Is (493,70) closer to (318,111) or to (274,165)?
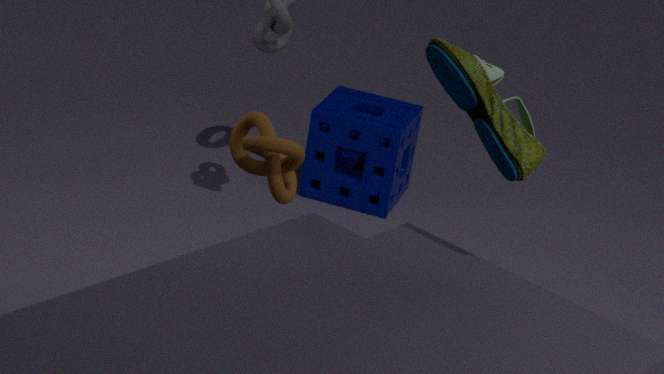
(274,165)
